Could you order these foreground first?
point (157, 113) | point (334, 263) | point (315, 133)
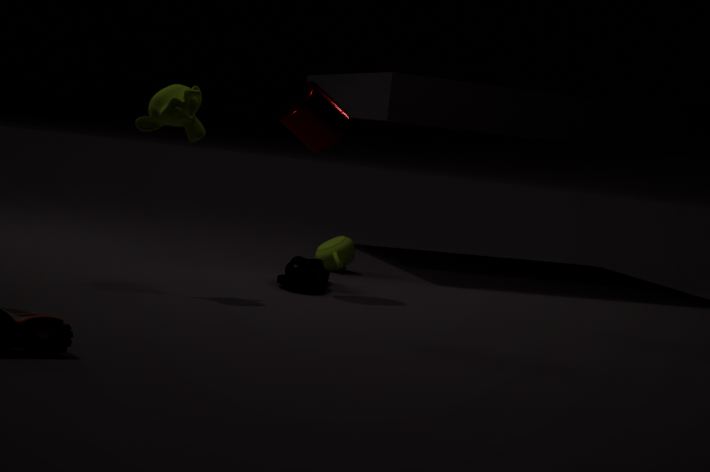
point (157, 113), point (315, 133), point (334, 263)
